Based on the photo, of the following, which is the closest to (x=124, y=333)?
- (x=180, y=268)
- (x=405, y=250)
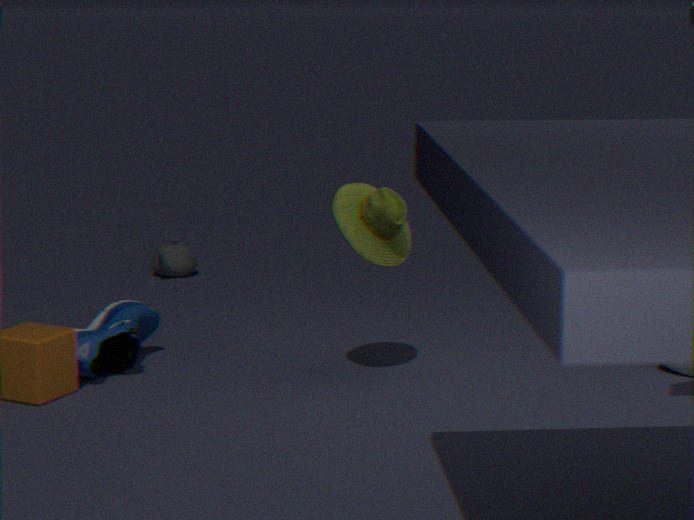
(x=405, y=250)
